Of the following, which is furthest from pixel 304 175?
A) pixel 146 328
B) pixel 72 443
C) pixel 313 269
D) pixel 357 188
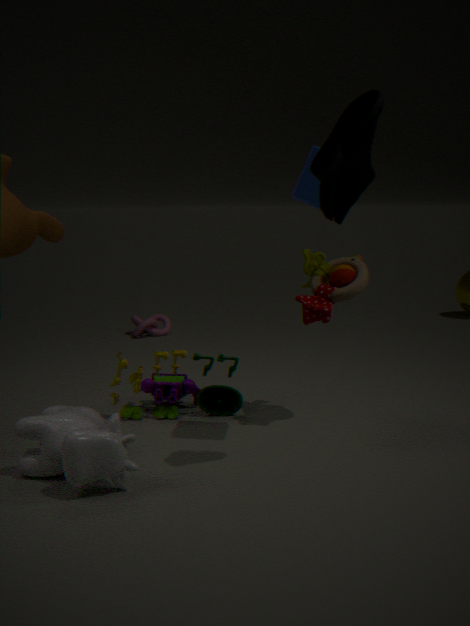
pixel 146 328
